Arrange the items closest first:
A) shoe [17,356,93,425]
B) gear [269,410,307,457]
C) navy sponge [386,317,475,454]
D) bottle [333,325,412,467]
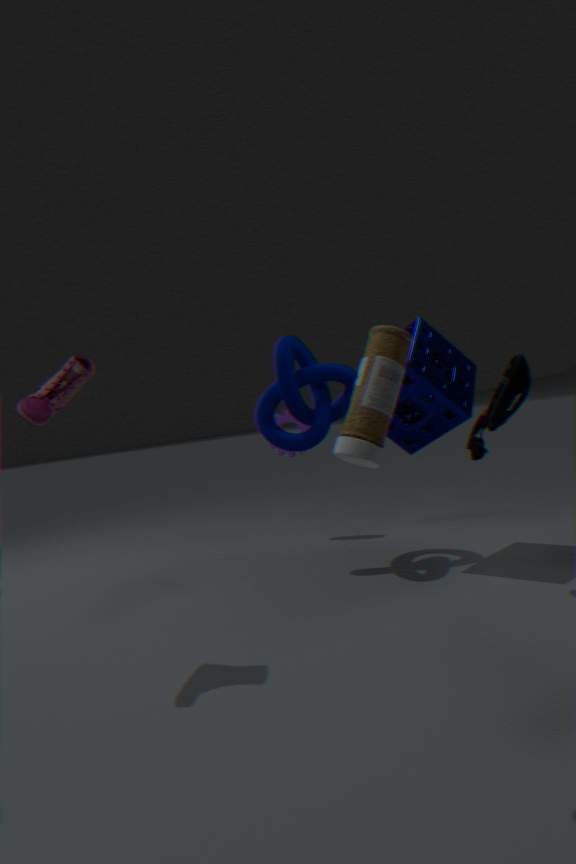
bottle [333,325,412,467], shoe [17,356,93,425], navy sponge [386,317,475,454], gear [269,410,307,457]
